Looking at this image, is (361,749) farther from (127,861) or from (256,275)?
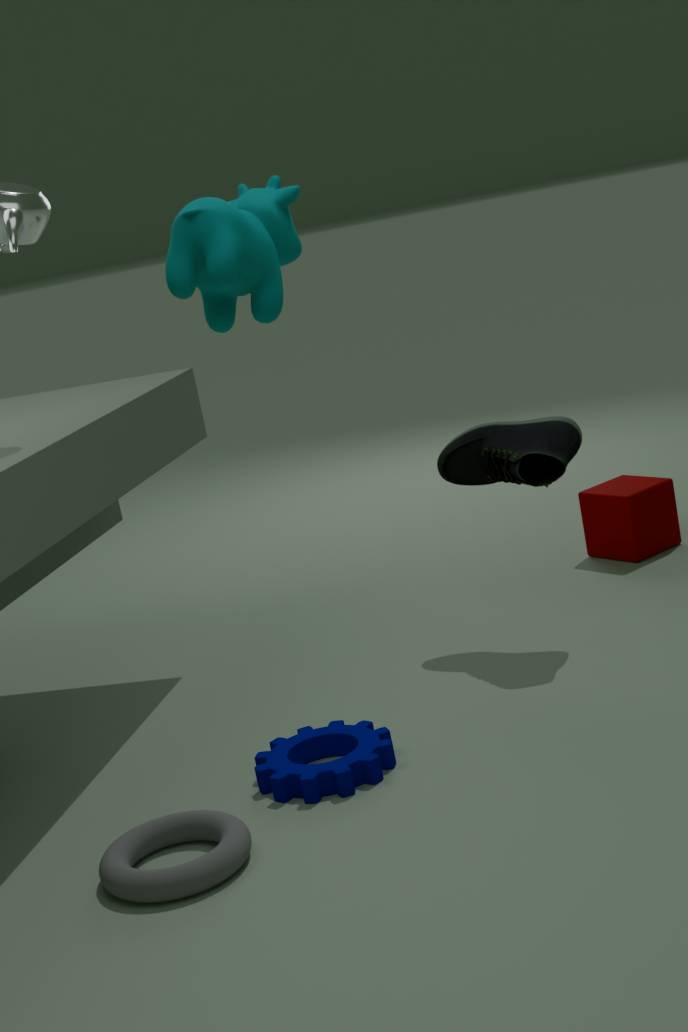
(256,275)
